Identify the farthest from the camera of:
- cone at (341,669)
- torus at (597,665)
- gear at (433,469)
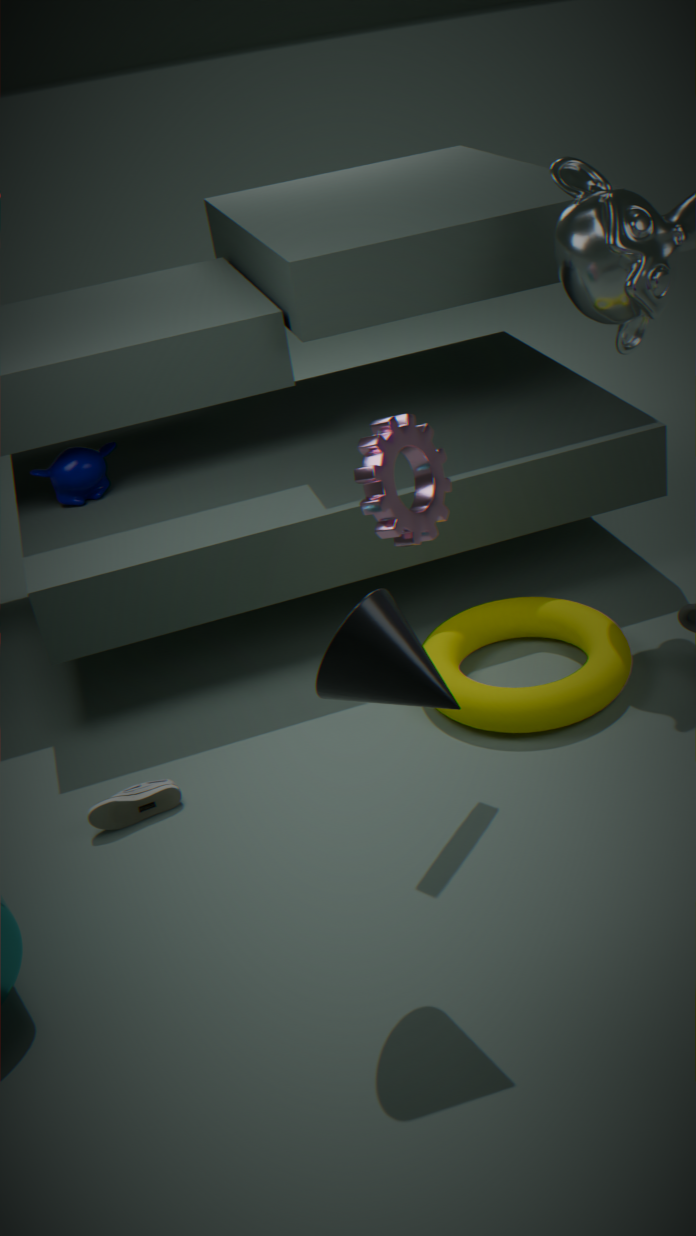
torus at (597,665)
